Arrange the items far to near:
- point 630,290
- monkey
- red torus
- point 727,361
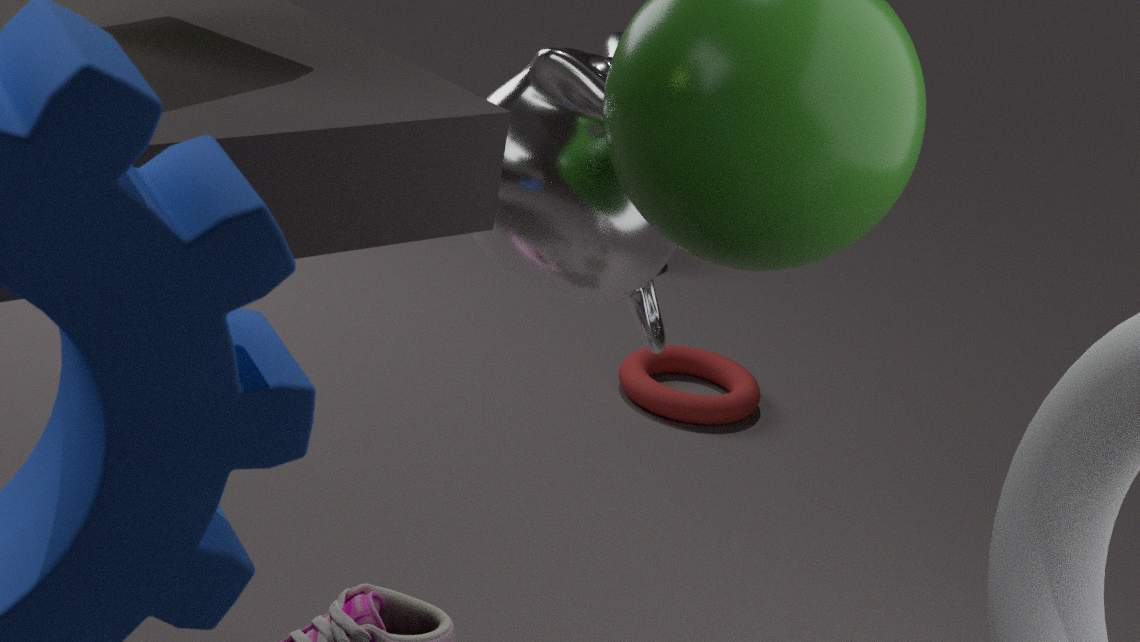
1. point 727,361
2. point 630,290
3. red torus
4. monkey
